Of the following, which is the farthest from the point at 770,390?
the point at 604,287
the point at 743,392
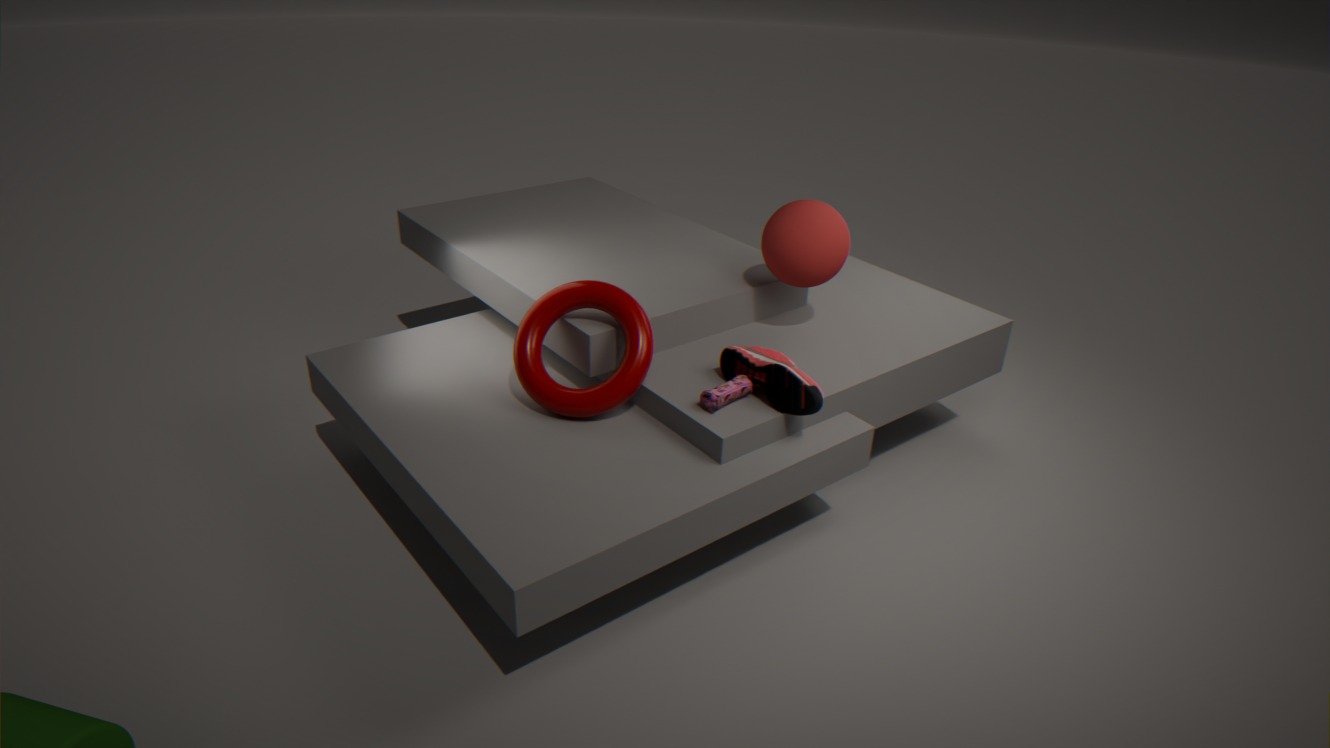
the point at 604,287
